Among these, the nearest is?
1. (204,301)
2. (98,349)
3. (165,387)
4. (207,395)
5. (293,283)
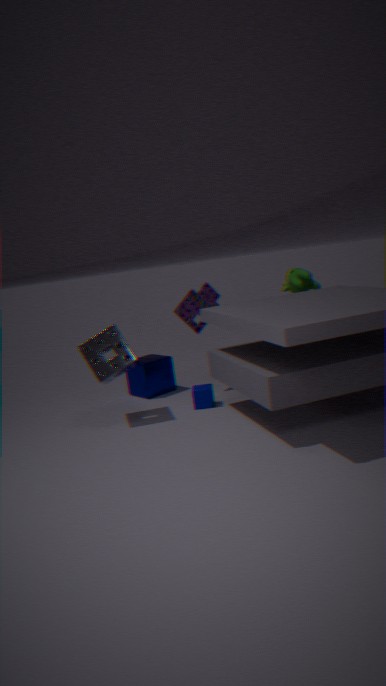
(98,349)
